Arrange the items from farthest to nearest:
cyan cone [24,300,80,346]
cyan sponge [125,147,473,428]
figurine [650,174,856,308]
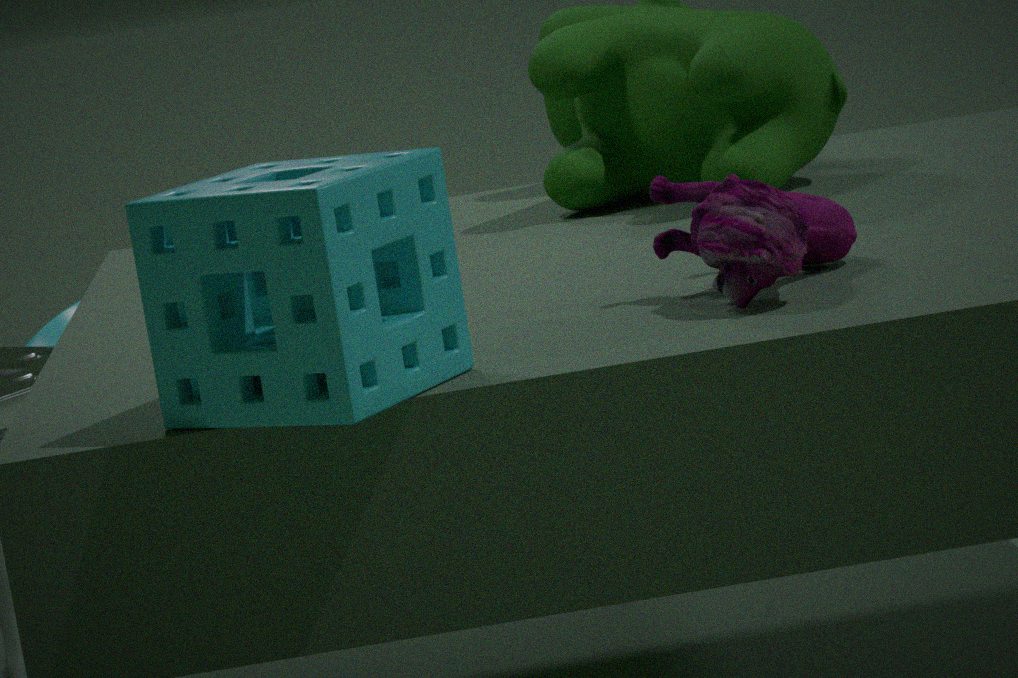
cyan cone [24,300,80,346]
figurine [650,174,856,308]
cyan sponge [125,147,473,428]
